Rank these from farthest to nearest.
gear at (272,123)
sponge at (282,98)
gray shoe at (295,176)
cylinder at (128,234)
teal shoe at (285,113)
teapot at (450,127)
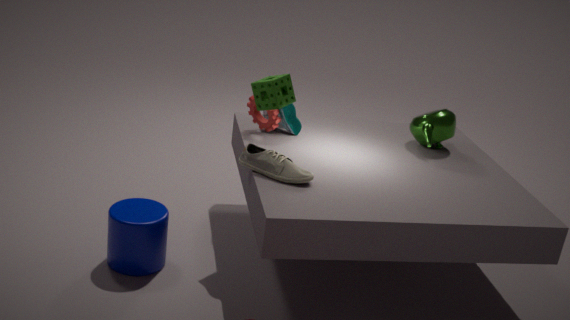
1. teapot at (450,127)
2. gear at (272,123)
3. teal shoe at (285,113)
4. sponge at (282,98)
5. gray shoe at (295,176)
6. cylinder at (128,234)
